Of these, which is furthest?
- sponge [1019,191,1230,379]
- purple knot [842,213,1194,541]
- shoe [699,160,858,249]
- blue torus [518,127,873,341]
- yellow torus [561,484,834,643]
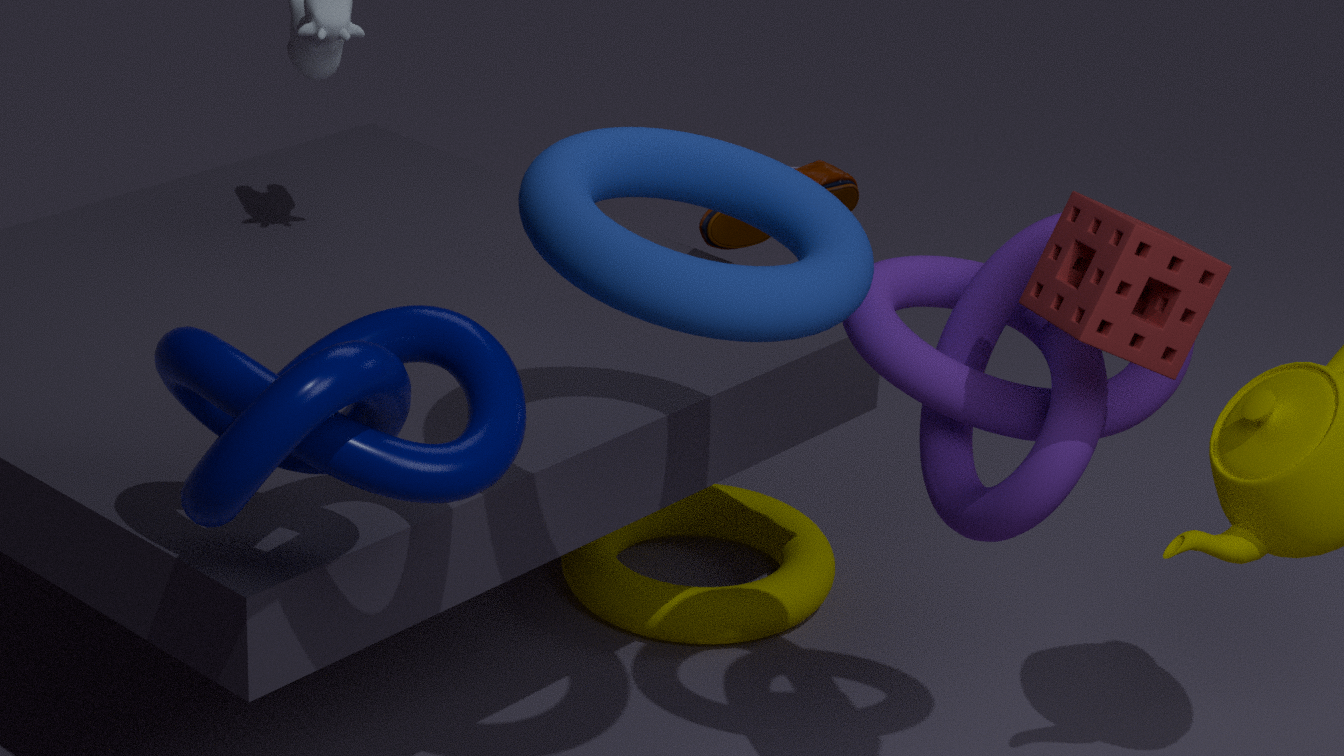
yellow torus [561,484,834,643]
